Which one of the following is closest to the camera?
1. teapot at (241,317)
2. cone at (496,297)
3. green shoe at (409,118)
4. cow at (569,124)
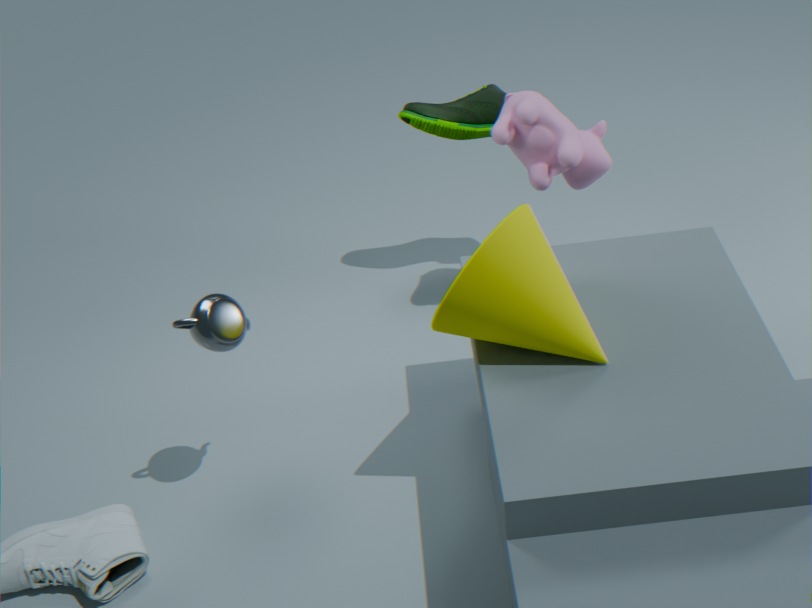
cone at (496,297)
